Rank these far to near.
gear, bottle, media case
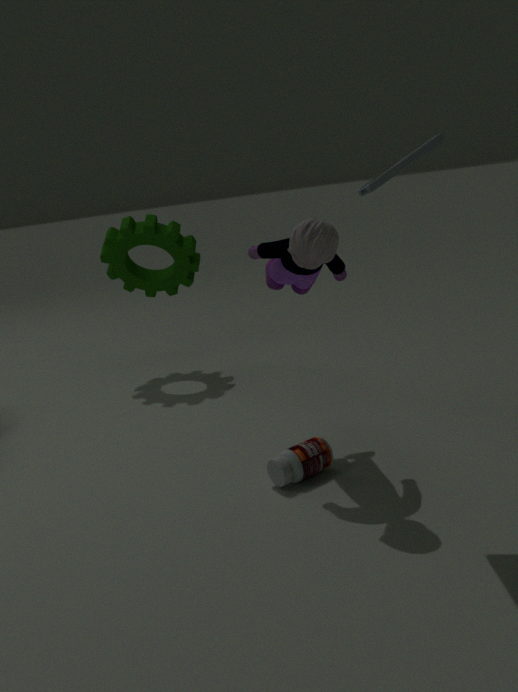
gear, bottle, media case
